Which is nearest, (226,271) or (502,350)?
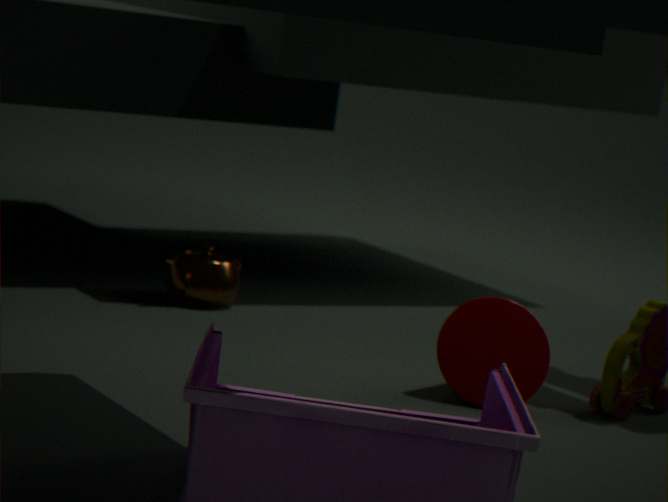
(502,350)
